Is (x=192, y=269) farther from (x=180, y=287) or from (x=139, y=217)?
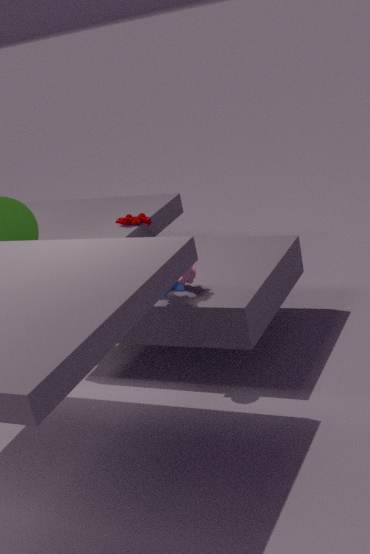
(x=139, y=217)
